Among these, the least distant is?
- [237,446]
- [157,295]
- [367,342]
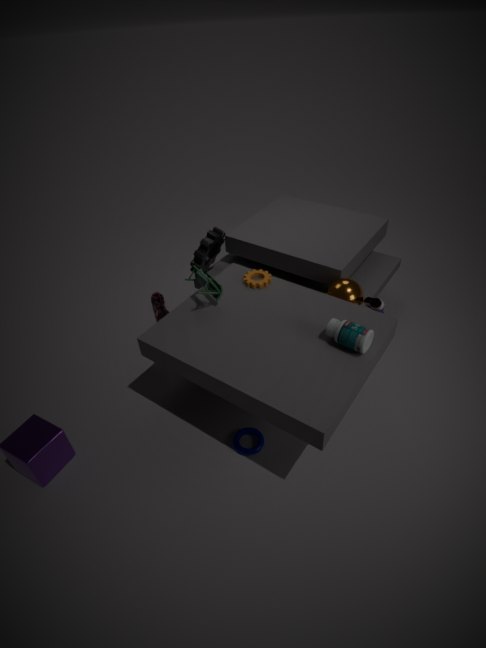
[367,342]
